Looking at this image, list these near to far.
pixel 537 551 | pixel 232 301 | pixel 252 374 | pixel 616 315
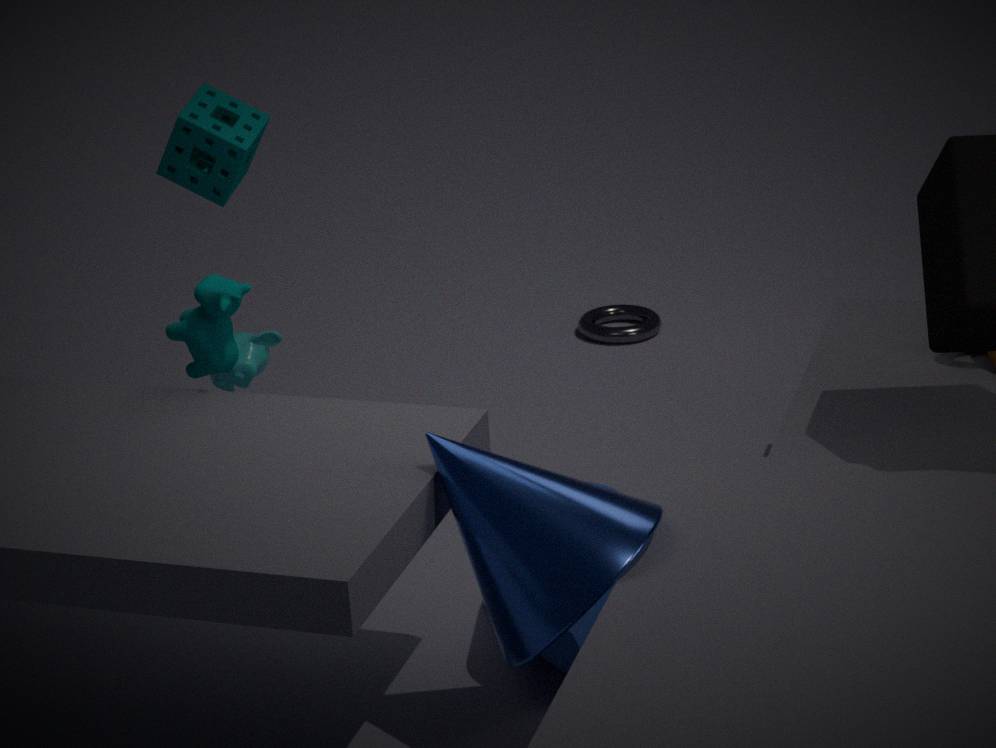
pixel 537 551
pixel 232 301
pixel 252 374
pixel 616 315
